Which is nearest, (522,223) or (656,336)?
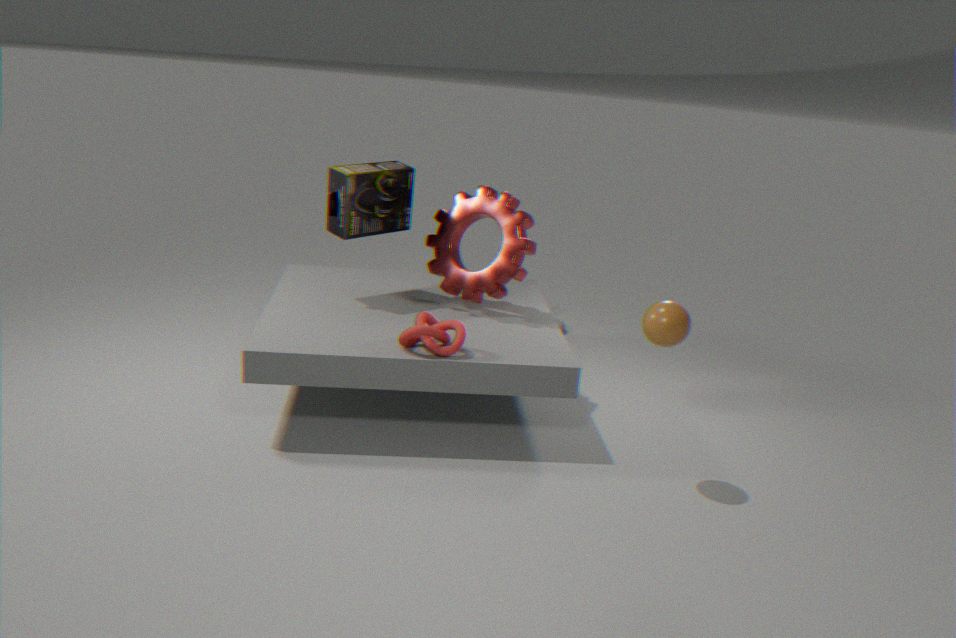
(656,336)
